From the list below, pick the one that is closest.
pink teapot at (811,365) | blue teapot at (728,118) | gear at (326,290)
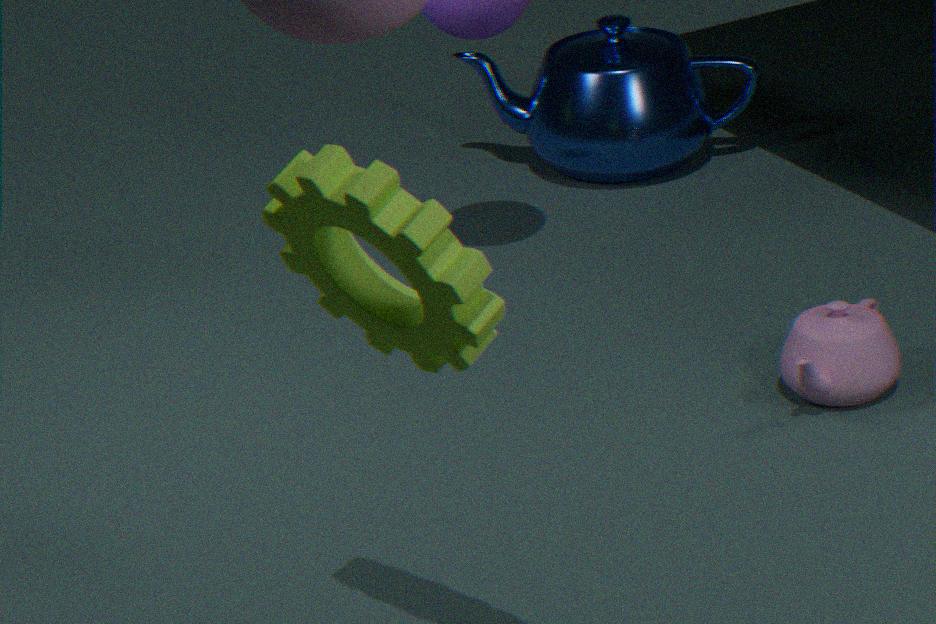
gear at (326,290)
